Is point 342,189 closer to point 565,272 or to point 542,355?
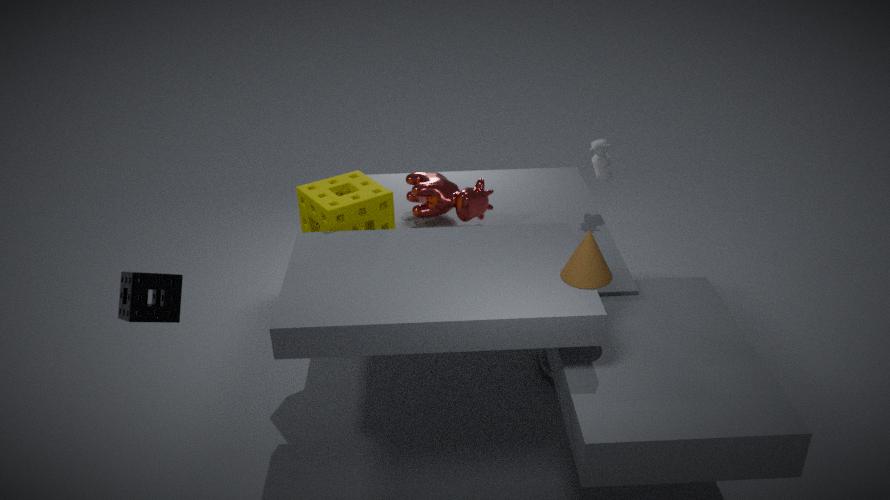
point 565,272
